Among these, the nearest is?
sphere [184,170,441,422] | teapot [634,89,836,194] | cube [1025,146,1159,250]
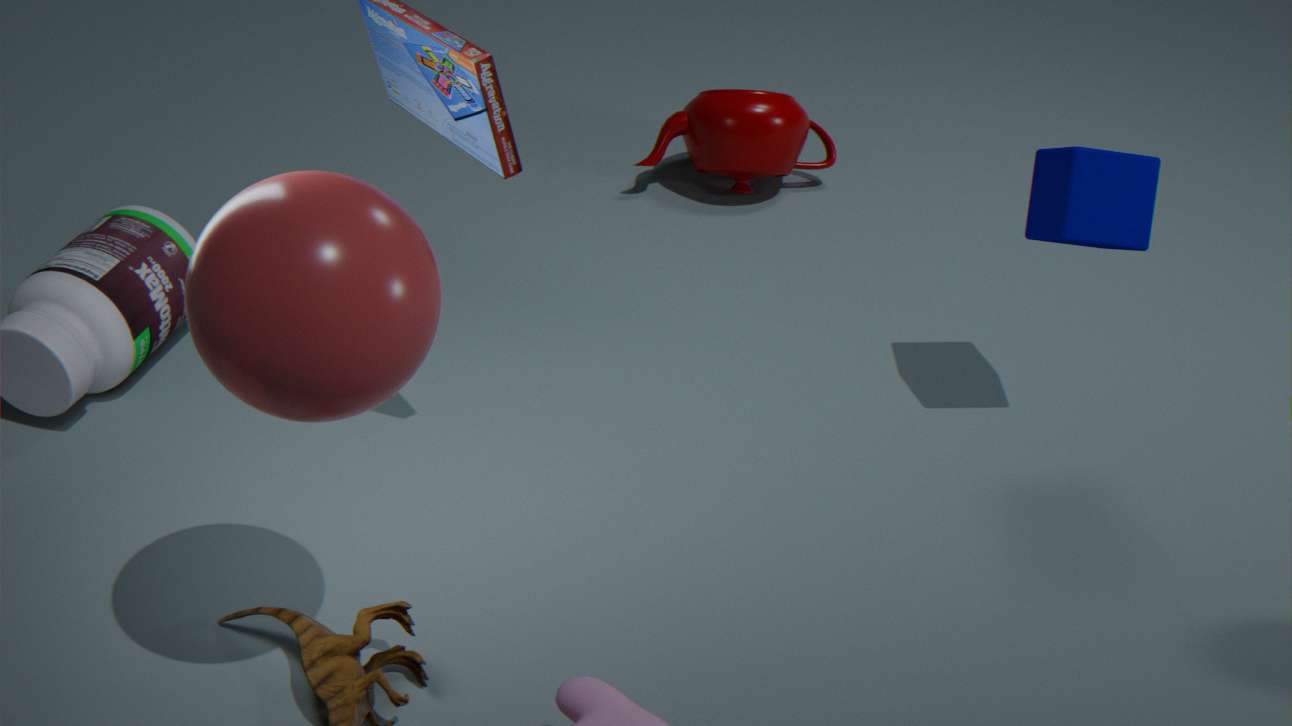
sphere [184,170,441,422]
